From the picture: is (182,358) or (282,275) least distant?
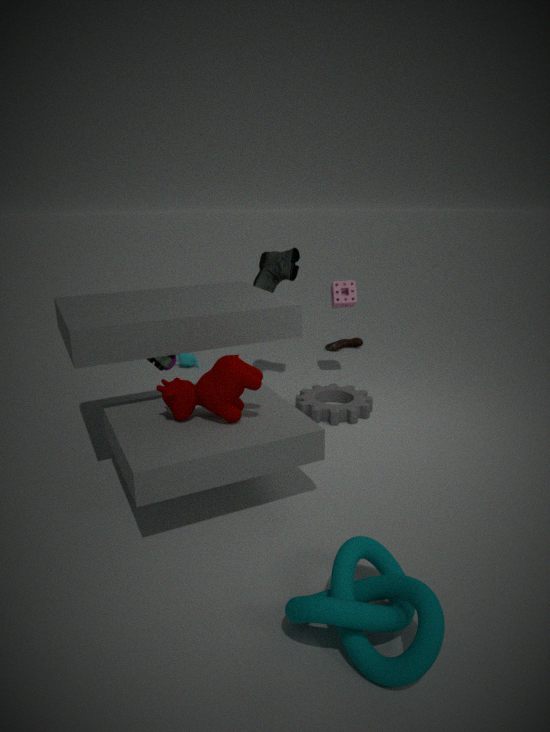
(282,275)
